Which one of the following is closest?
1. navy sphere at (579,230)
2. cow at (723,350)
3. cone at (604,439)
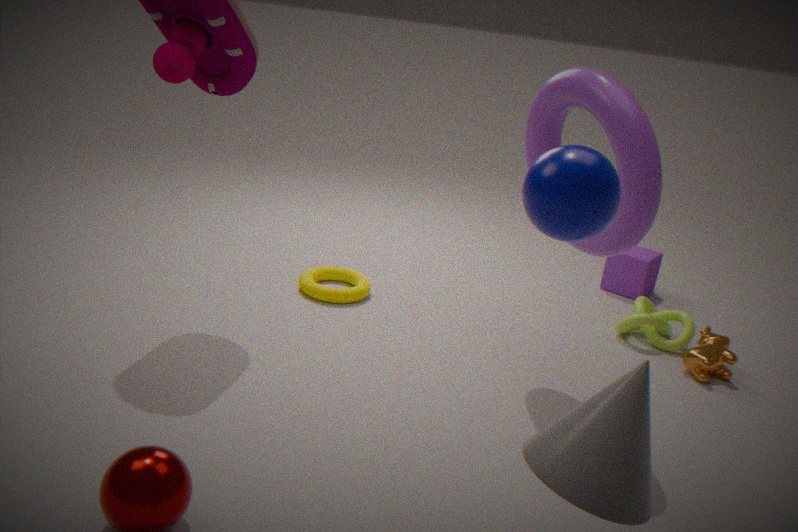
cone at (604,439)
